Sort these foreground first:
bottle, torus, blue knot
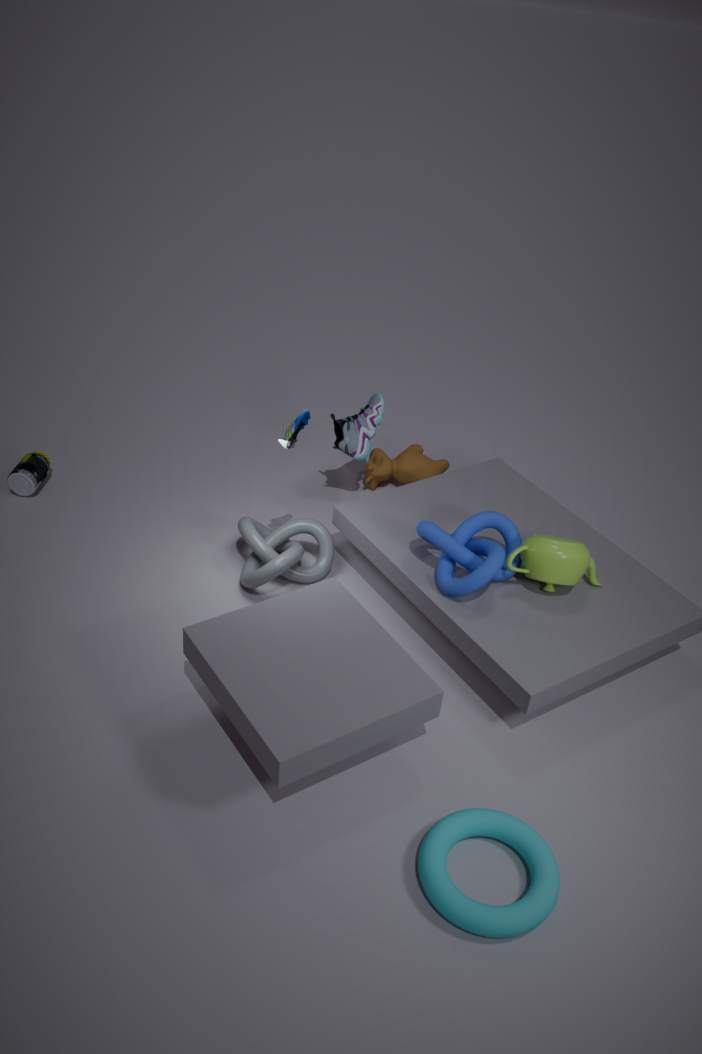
torus → blue knot → bottle
